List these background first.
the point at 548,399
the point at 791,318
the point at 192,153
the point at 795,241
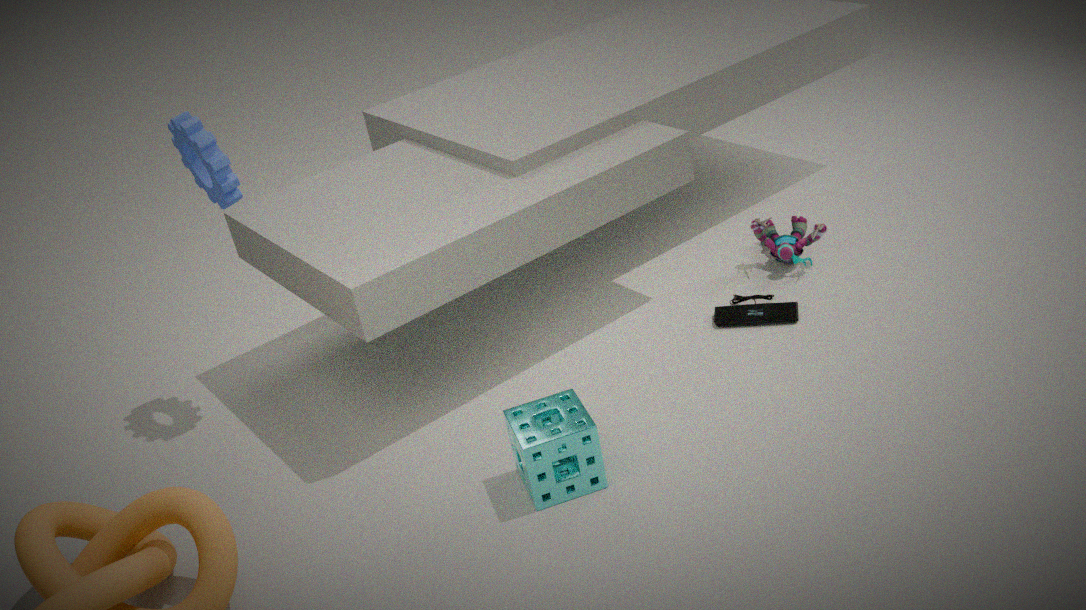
1. the point at 795,241
2. the point at 791,318
3. the point at 192,153
4. the point at 548,399
